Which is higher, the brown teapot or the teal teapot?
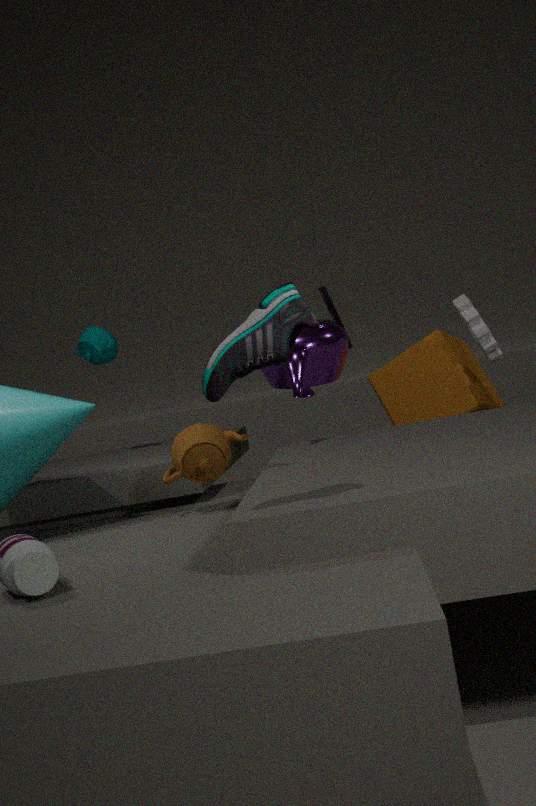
the teal teapot
